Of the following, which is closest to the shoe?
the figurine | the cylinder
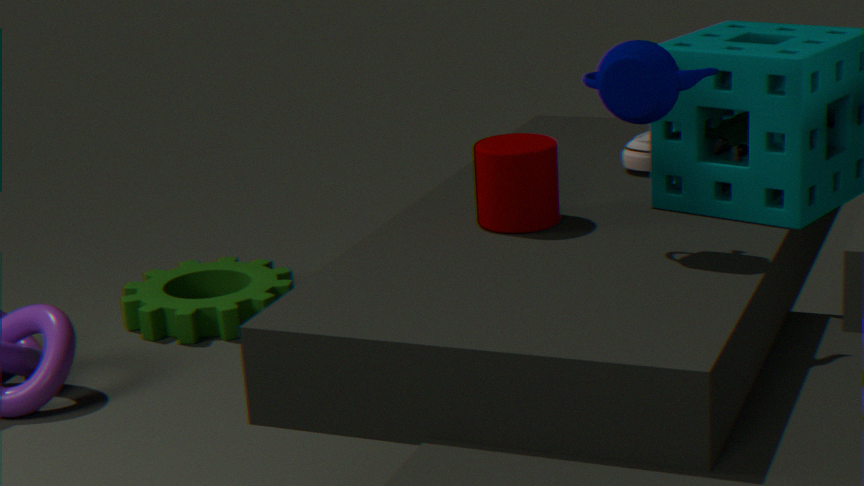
the figurine
